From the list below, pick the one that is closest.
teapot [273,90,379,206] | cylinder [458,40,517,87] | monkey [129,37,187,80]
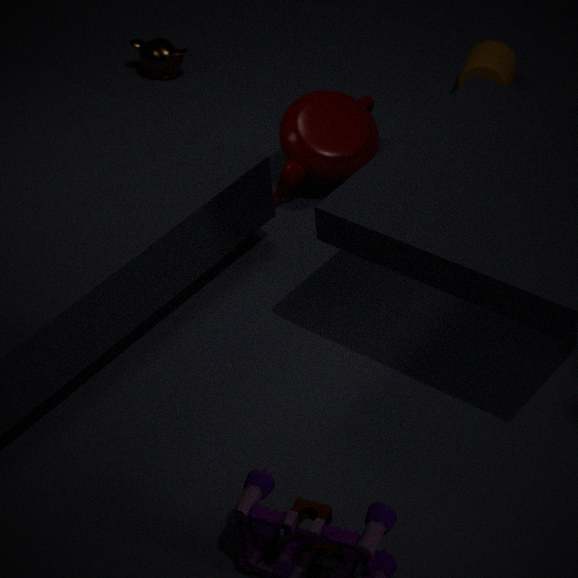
teapot [273,90,379,206]
